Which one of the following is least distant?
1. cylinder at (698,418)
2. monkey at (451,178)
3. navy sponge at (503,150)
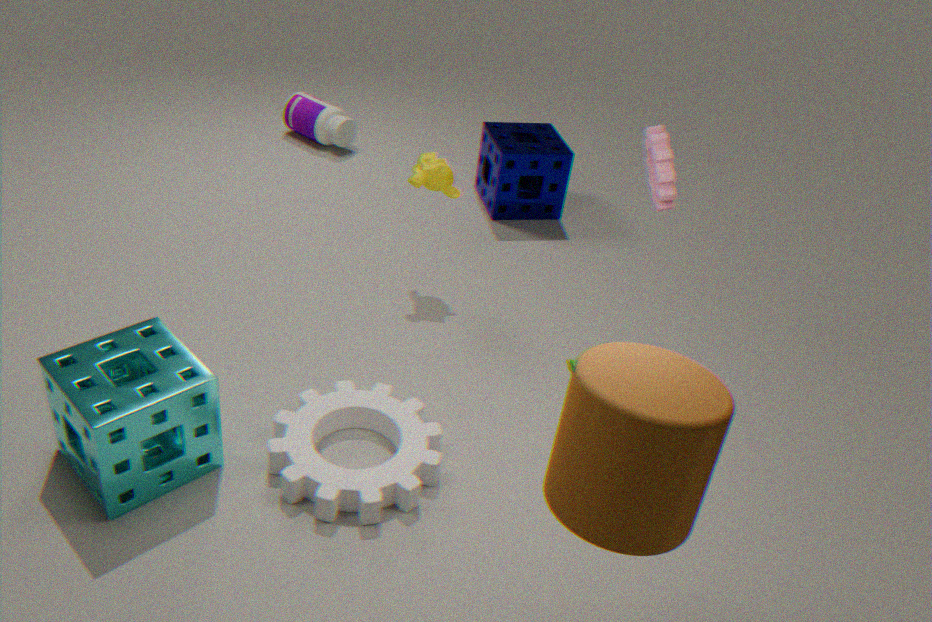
cylinder at (698,418)
